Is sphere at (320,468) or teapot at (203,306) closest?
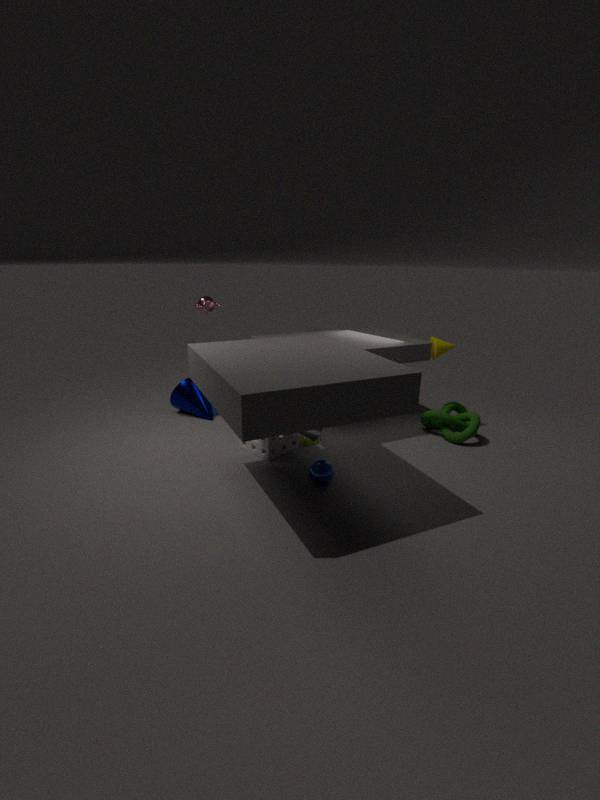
sphere at (320,468)
